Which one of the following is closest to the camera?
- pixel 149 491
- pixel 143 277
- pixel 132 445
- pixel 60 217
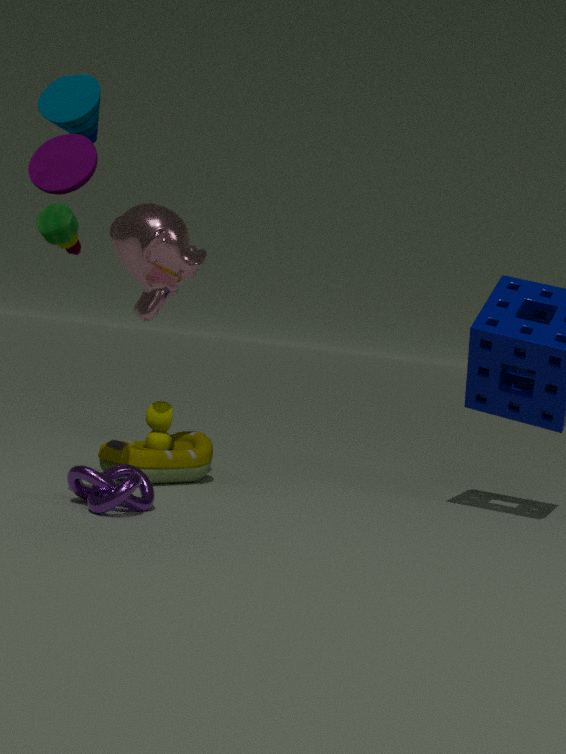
pixel 60 217
